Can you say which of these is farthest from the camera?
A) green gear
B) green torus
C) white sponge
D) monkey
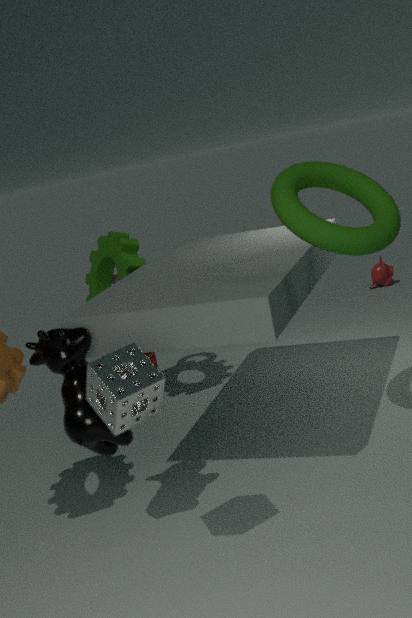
monkey
